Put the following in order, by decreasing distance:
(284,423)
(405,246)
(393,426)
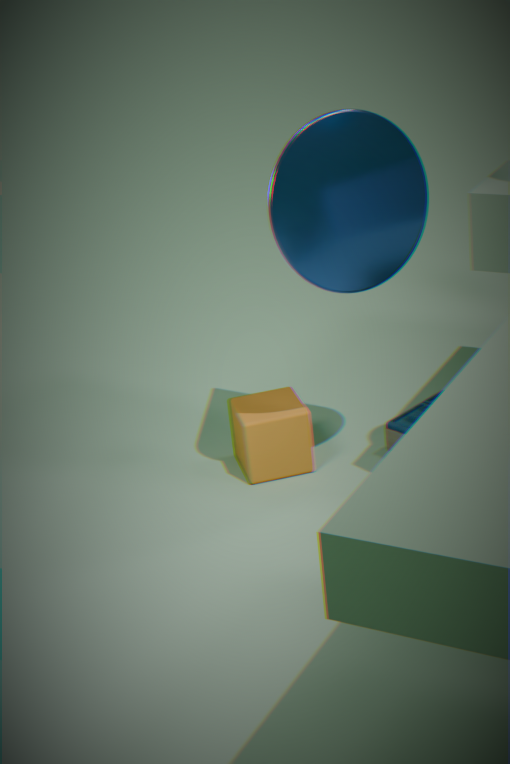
(393,426) → (284,423) → (405,246)
